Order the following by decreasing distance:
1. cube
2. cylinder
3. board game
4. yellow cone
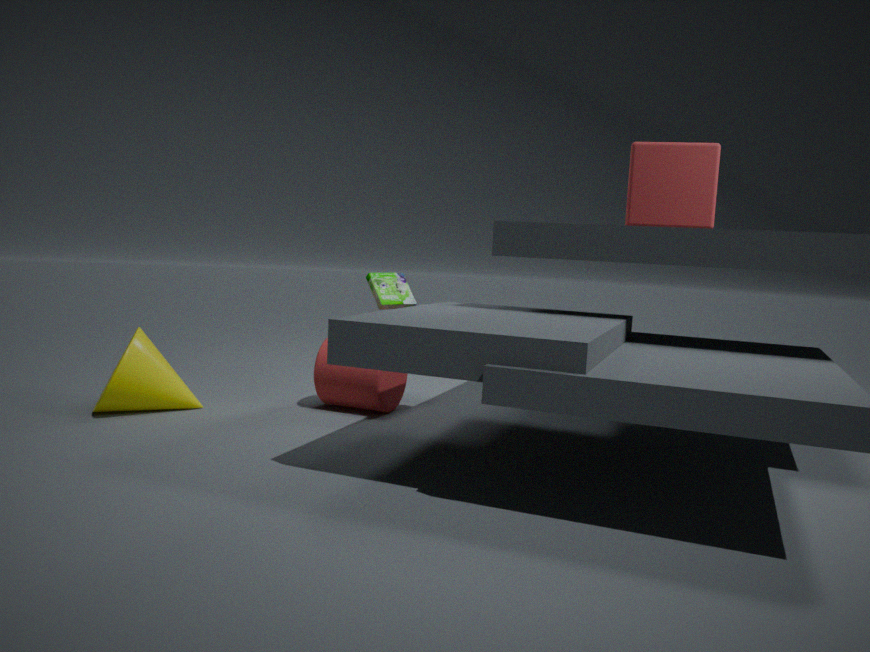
board game
cylinder
yellow cone
cube
